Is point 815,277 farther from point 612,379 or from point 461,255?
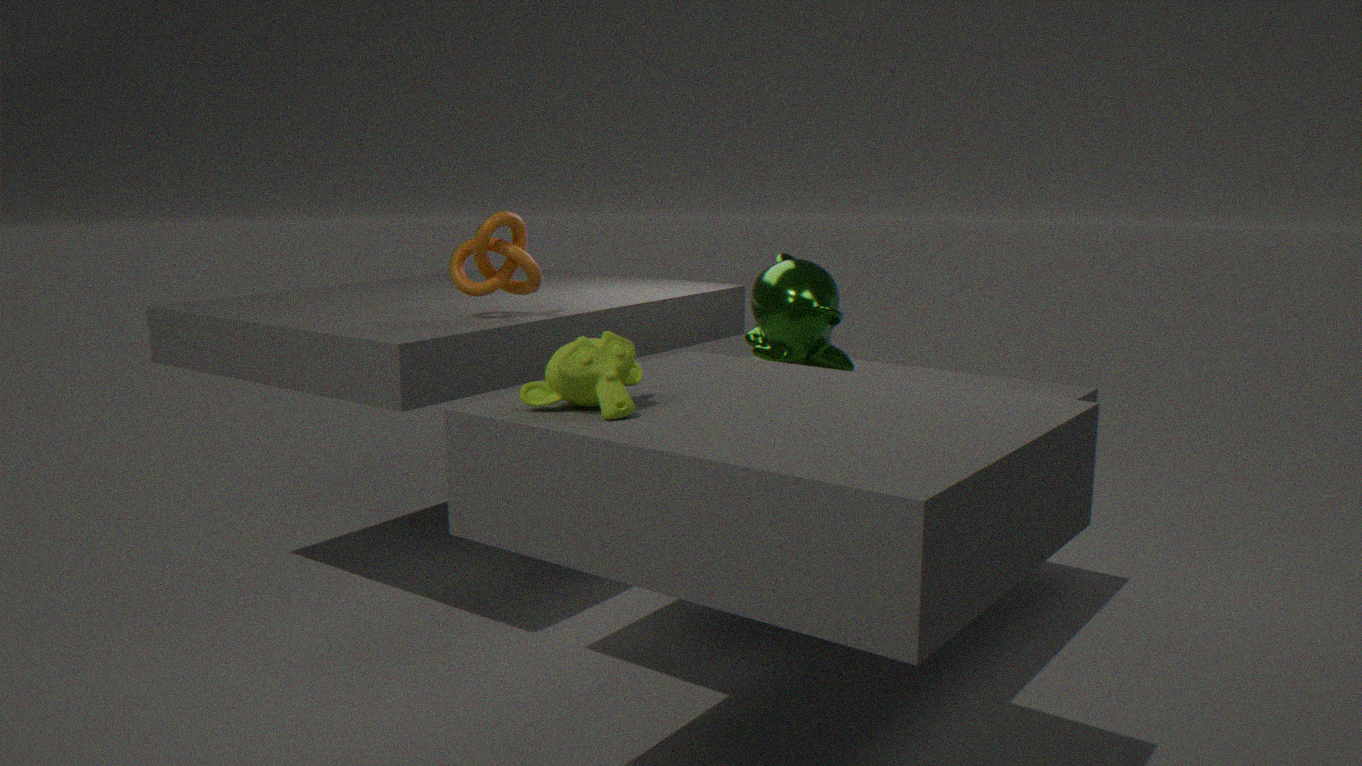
point 612,379
